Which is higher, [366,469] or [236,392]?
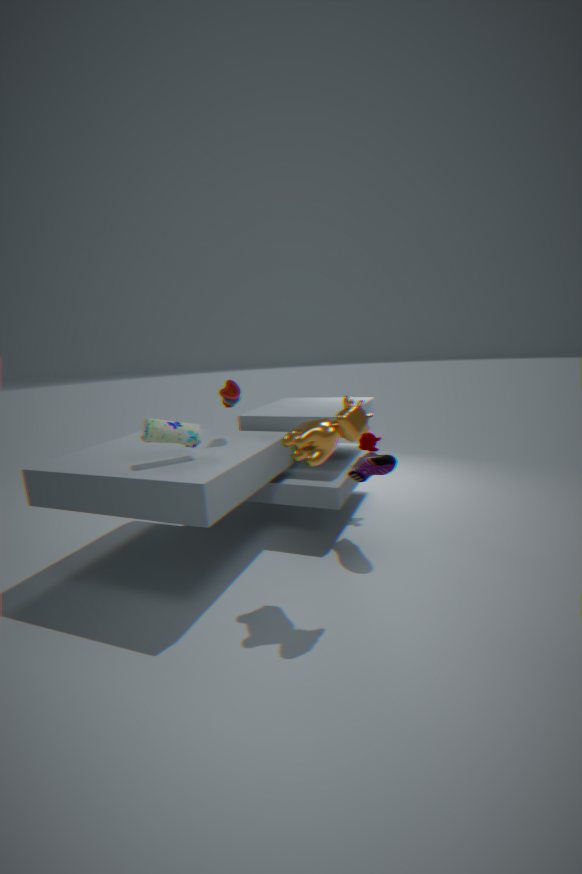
[236,392]
